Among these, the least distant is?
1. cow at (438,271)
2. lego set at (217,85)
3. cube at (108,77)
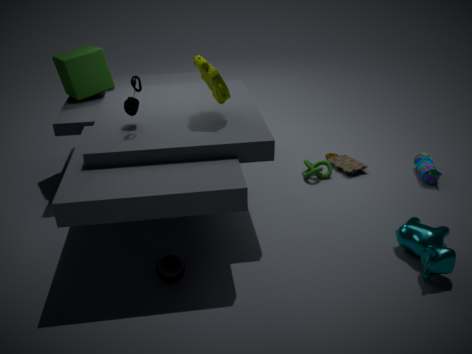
cow at (438,271)
